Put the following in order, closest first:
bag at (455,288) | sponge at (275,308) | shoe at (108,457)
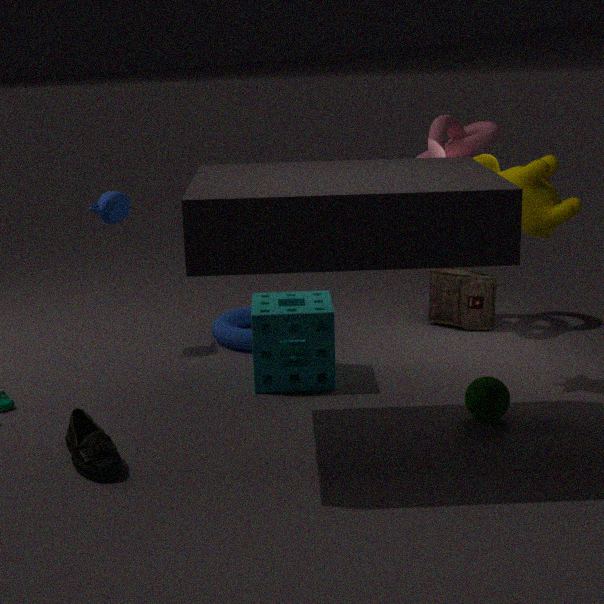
shoe at (108,457)
sponge at (275,308)
bag at (455,288)
